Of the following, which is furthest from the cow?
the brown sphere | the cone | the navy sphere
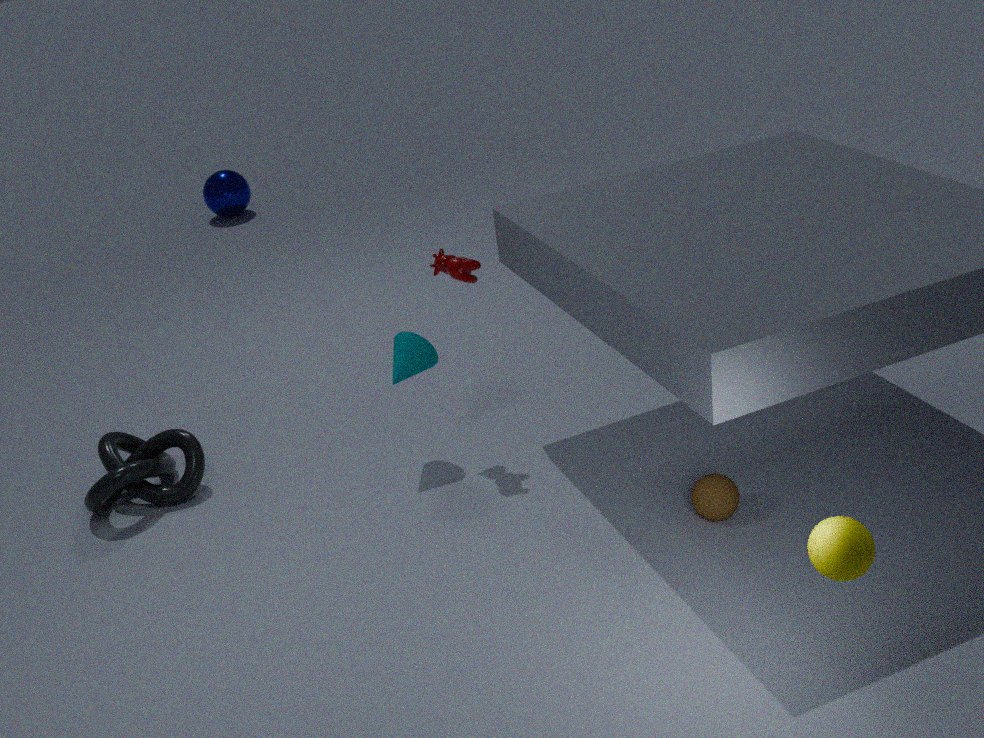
the navy sphere
